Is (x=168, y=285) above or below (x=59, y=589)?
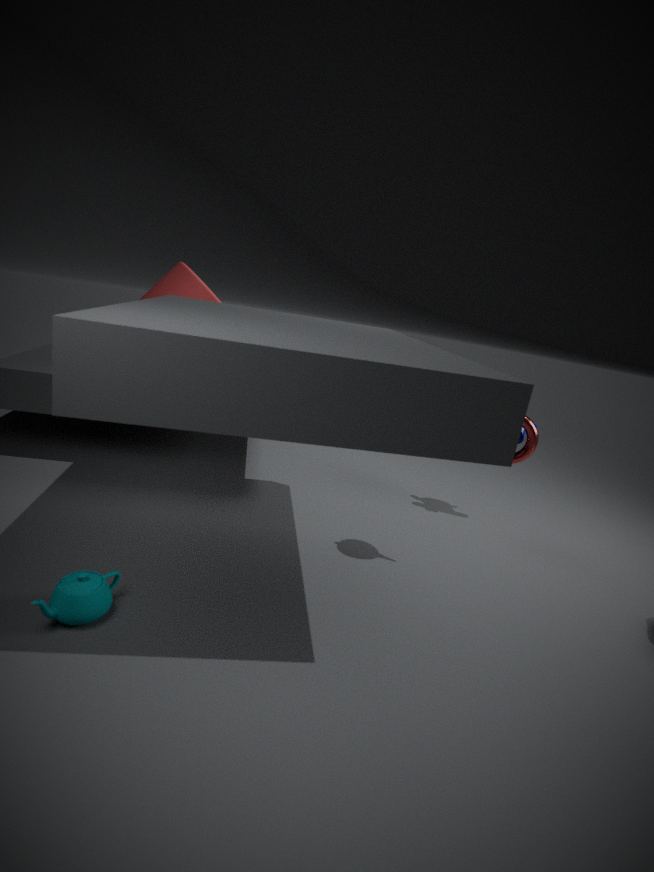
above
